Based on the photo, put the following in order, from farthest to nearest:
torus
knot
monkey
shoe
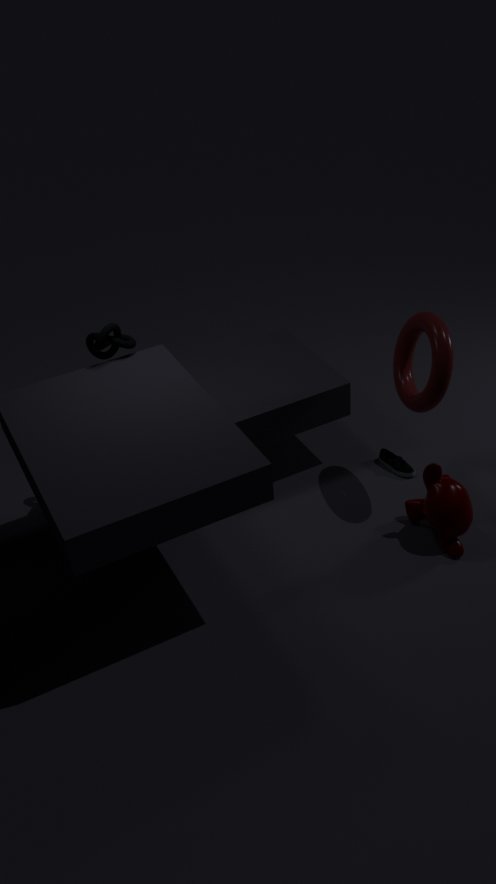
shoe → knot → monkey → torus
